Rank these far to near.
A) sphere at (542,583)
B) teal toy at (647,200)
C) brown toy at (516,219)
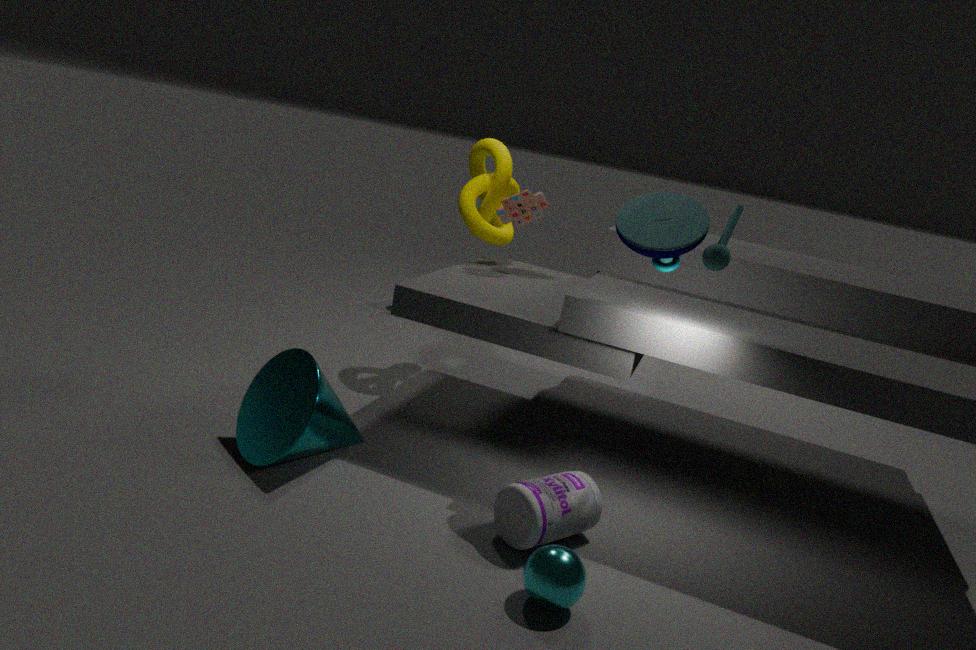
brown toy at (516,219) → teal toy at (647,200) → sphere at (542,583)
